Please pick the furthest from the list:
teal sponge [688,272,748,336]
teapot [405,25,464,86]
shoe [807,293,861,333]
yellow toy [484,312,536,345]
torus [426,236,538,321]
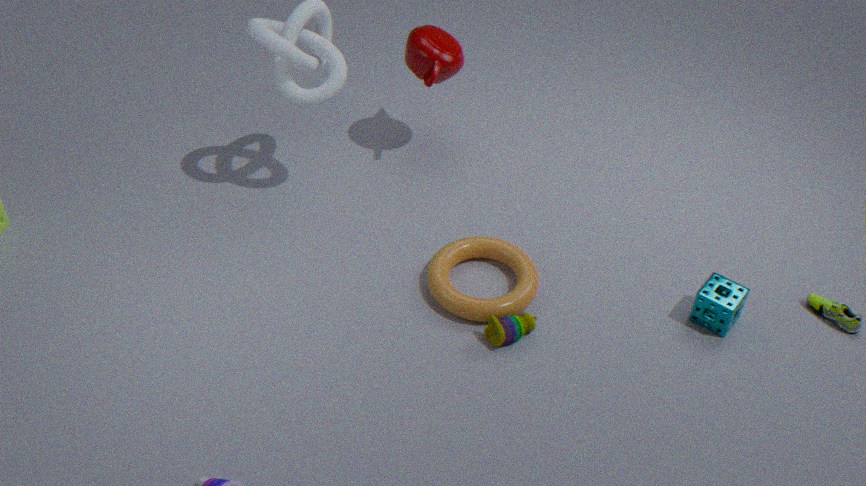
teapot [405,25,464,86]
